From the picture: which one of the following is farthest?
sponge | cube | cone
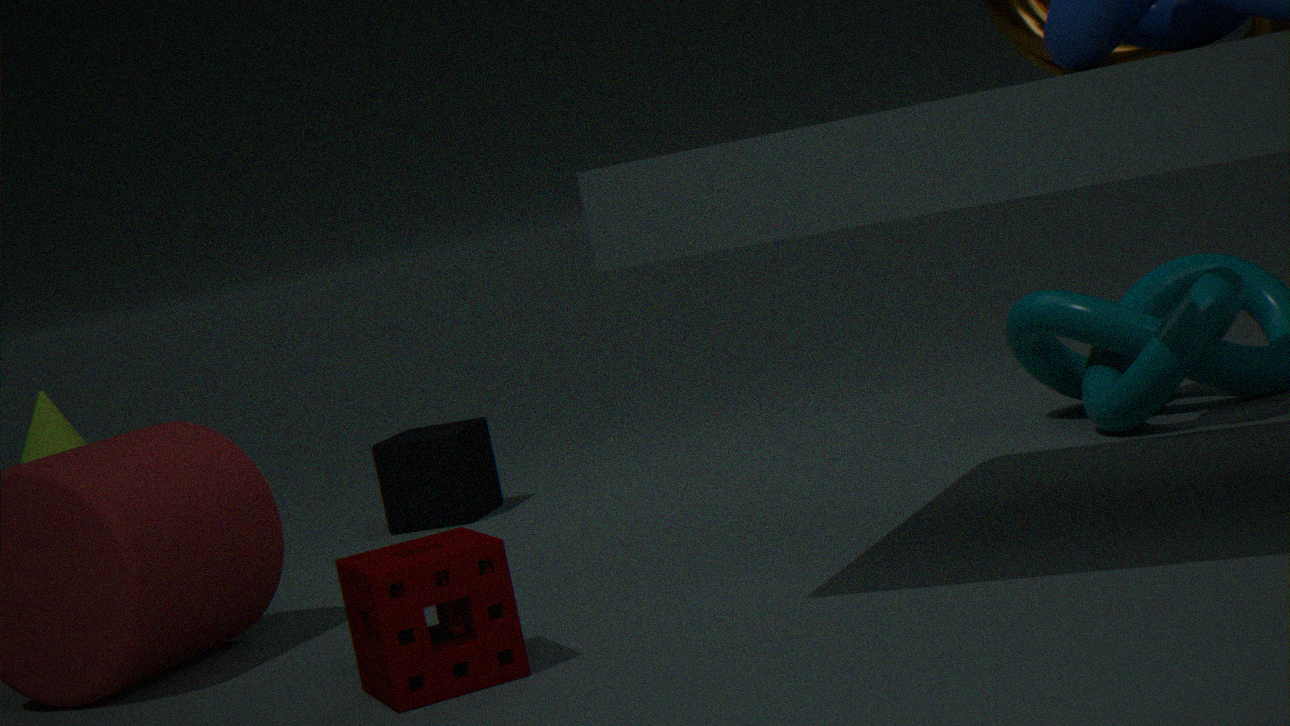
cube
